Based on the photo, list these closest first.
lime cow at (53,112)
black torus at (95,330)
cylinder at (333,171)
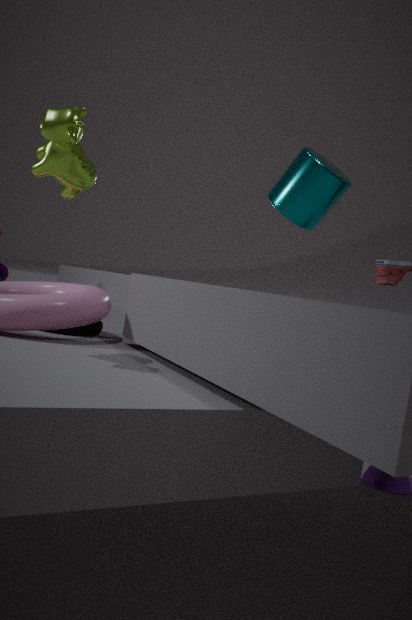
lime cow at (53,112), cylinder at (333,171), black torus at (95,330)
